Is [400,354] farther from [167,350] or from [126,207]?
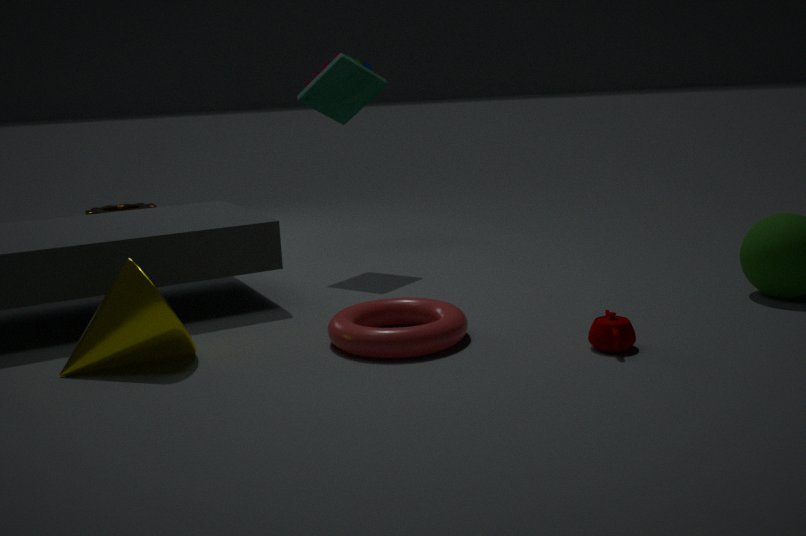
[126,207]
